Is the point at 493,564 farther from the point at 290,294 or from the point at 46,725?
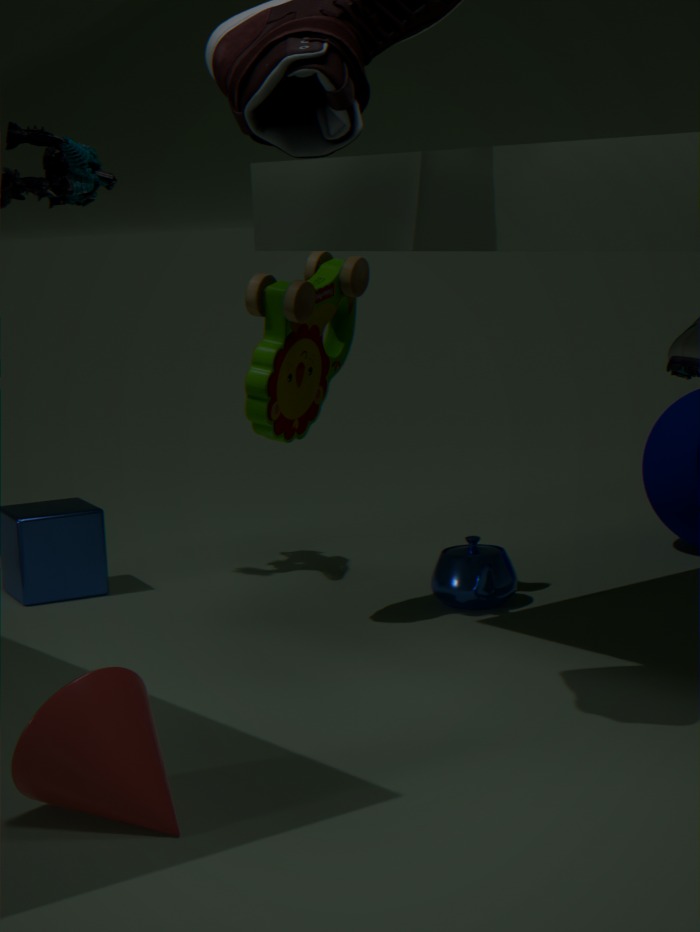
the point at 46,725
